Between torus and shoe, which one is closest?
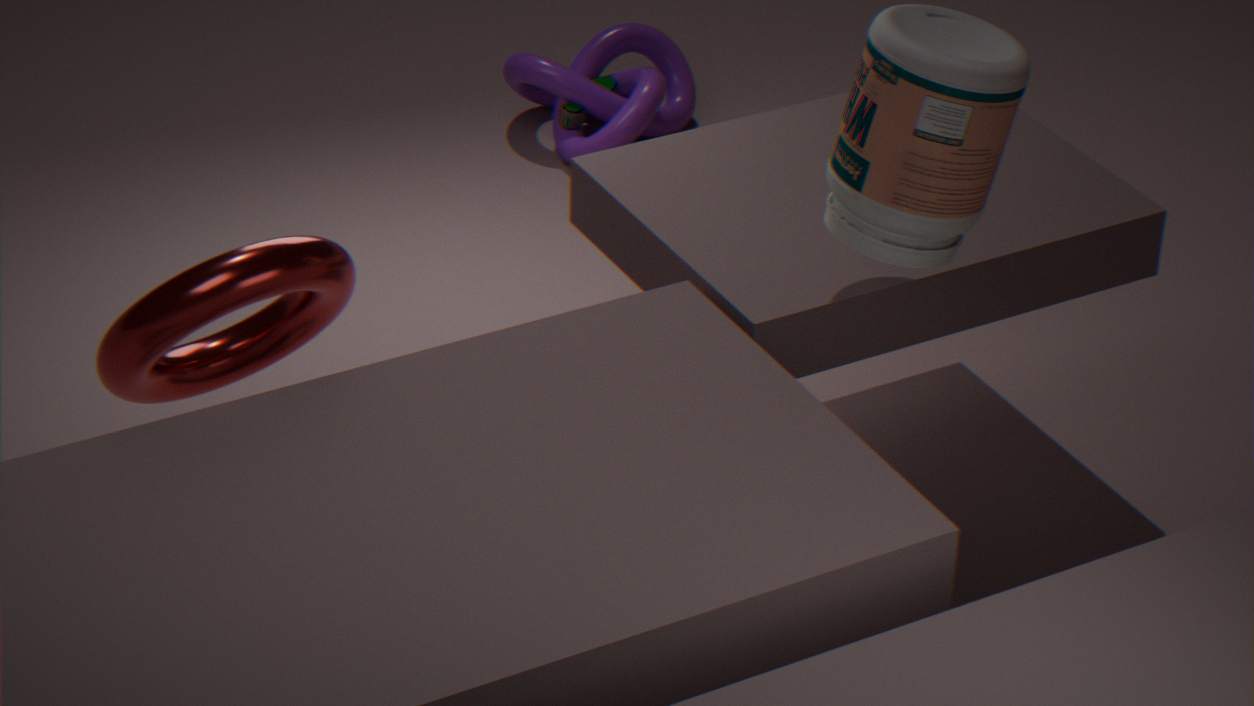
torus
